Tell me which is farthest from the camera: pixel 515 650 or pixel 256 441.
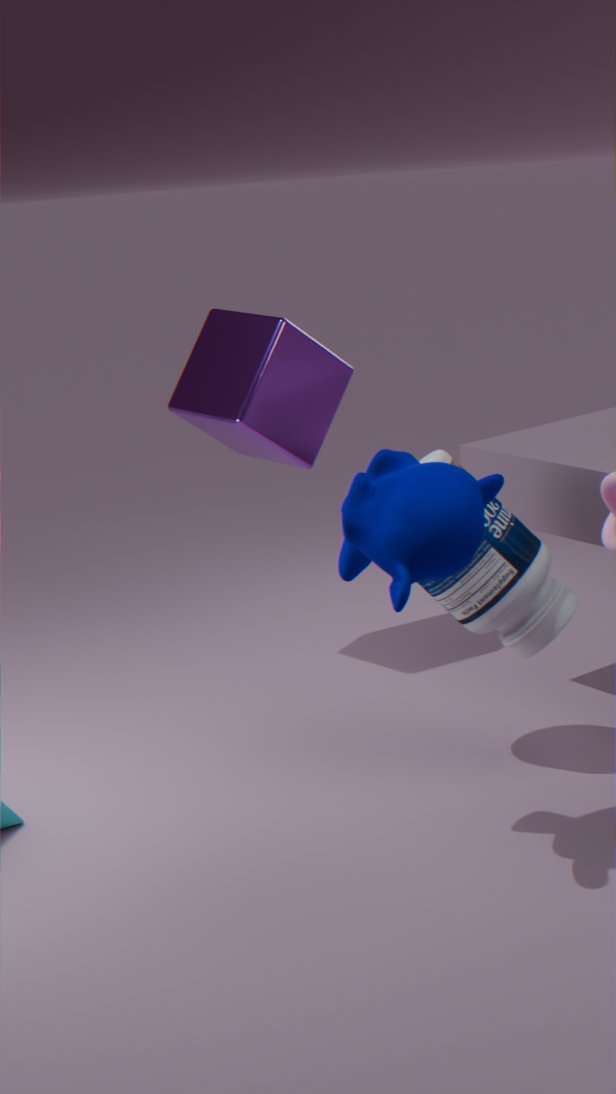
pixel 256 441
